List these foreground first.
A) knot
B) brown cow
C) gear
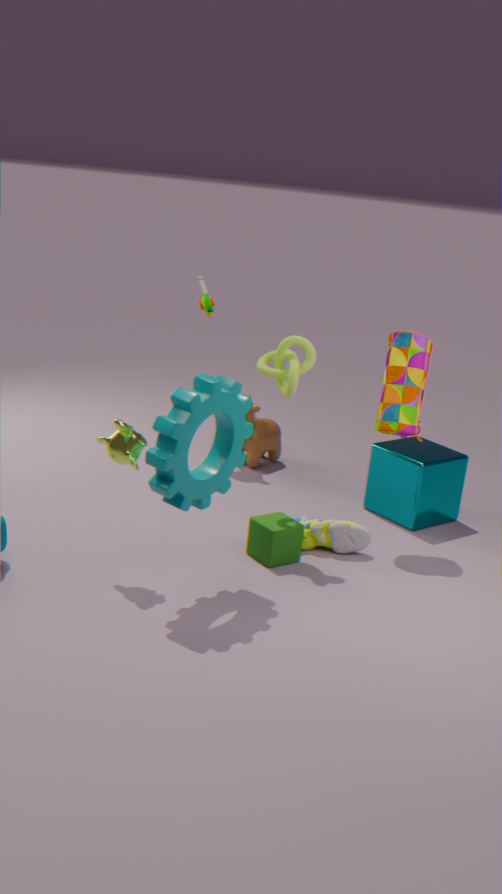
gear < knot < brown cow
